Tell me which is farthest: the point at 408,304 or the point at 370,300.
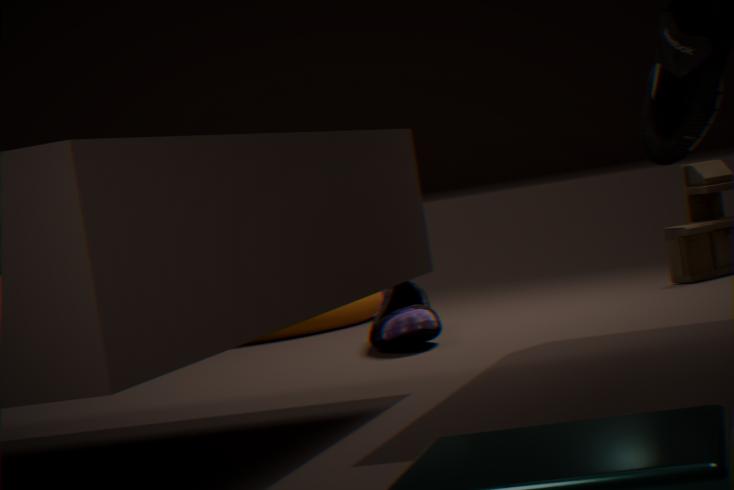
the point at 370,300
